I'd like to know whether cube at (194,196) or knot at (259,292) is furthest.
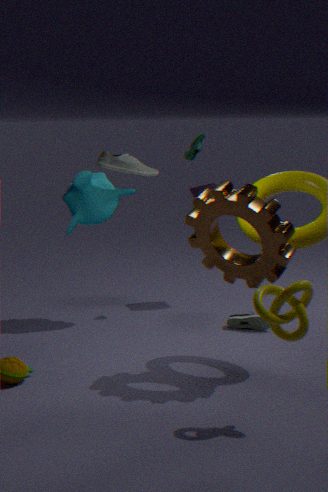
cube at (194,196)
